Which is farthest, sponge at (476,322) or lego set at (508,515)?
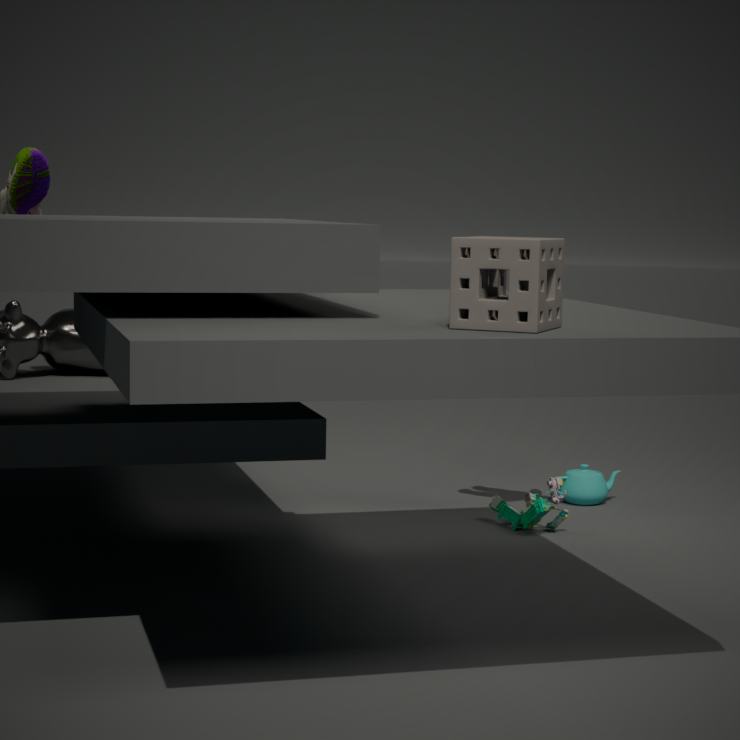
lego set at (508,515)
